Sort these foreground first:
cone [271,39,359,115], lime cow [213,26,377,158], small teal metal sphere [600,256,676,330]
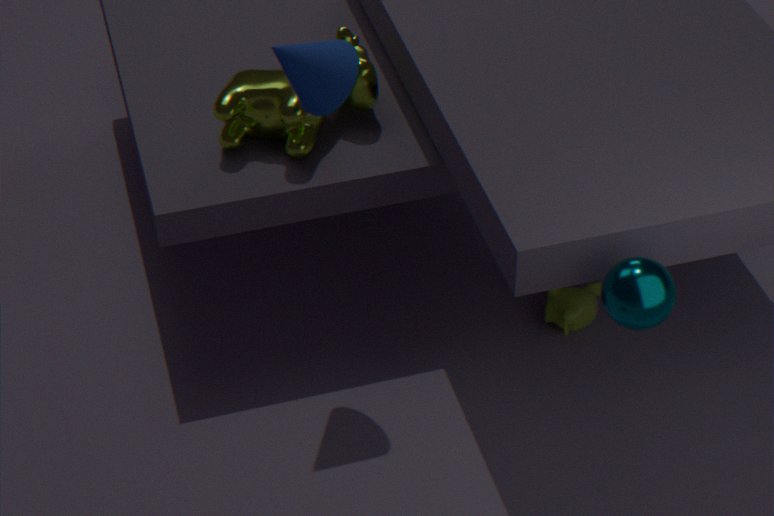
small teal metal sphere [600,256,676,330] < cone [271,39,359,115] < lime cow [213,26,377,158]
